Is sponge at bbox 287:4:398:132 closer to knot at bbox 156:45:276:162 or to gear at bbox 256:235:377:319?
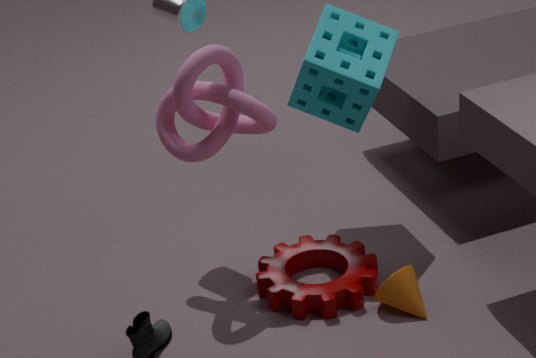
knot at bbox 156:45:276:162
